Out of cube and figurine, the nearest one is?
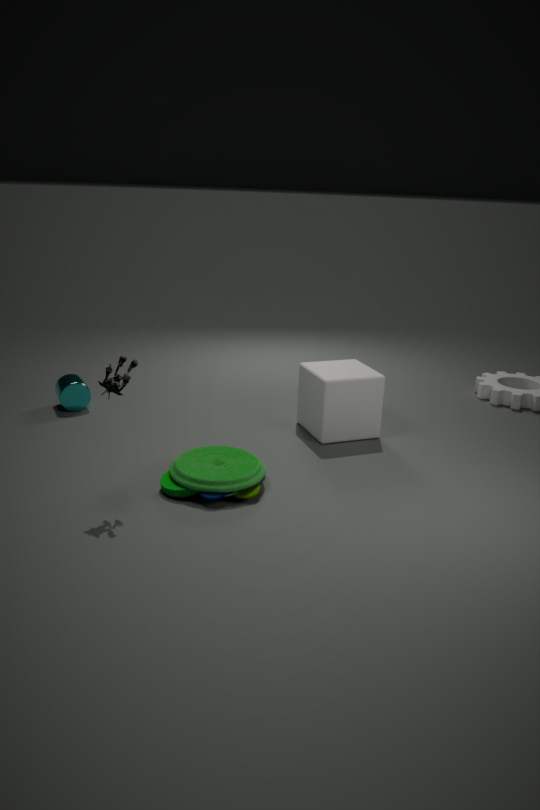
figurine
